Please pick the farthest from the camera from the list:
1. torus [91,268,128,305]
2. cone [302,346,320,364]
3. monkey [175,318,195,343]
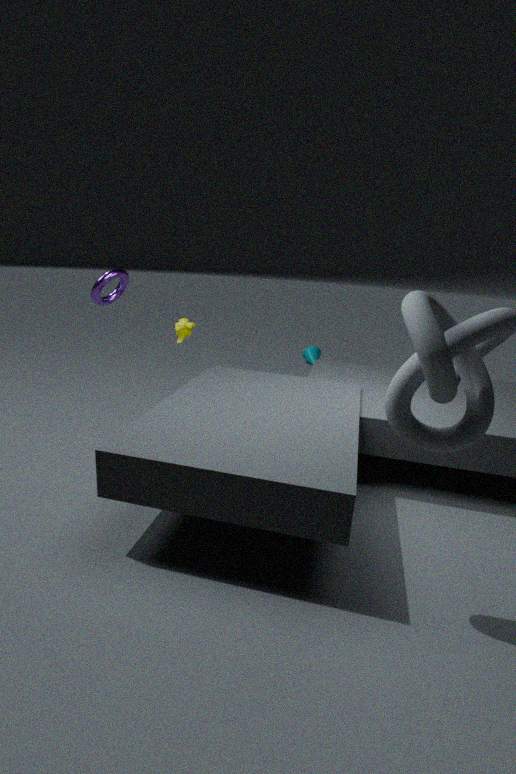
cone [302,346,320,364]
